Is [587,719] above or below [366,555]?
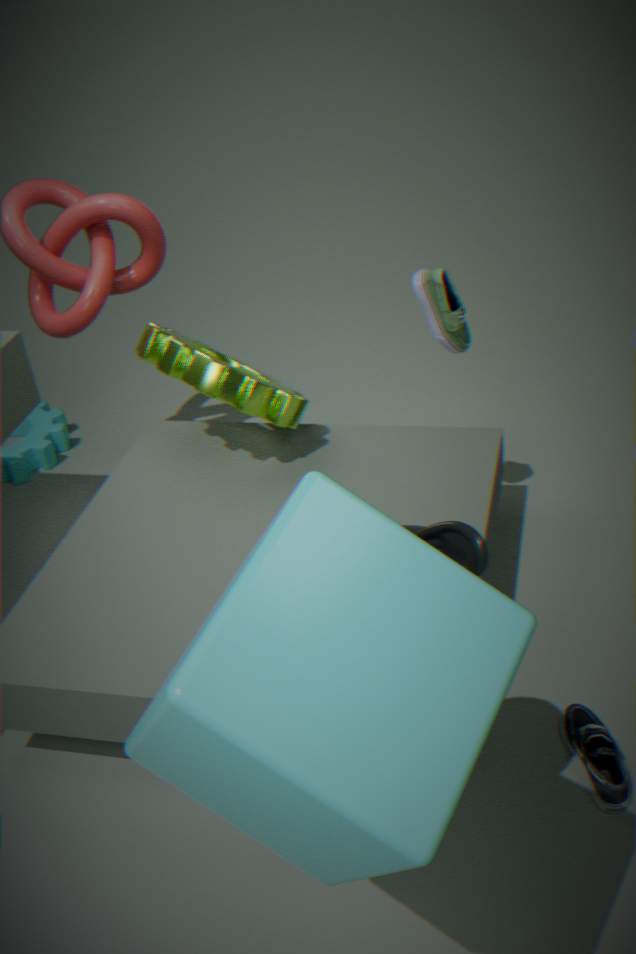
below
